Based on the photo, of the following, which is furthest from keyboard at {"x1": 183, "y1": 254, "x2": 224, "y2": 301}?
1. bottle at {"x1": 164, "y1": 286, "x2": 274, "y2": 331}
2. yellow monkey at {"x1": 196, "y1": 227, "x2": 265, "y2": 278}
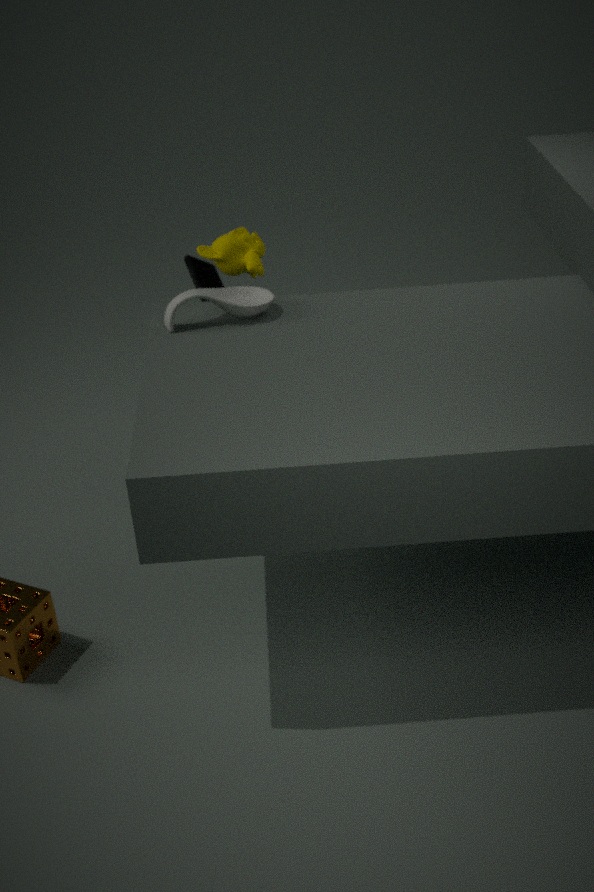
bottle at {"x1": 164, "y1": 286, "x2": 274, "y2": 331}
